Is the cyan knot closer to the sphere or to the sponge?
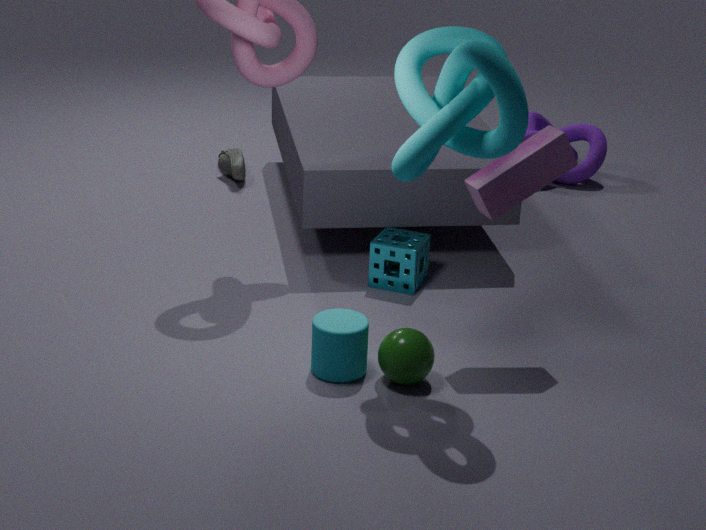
the sphere
